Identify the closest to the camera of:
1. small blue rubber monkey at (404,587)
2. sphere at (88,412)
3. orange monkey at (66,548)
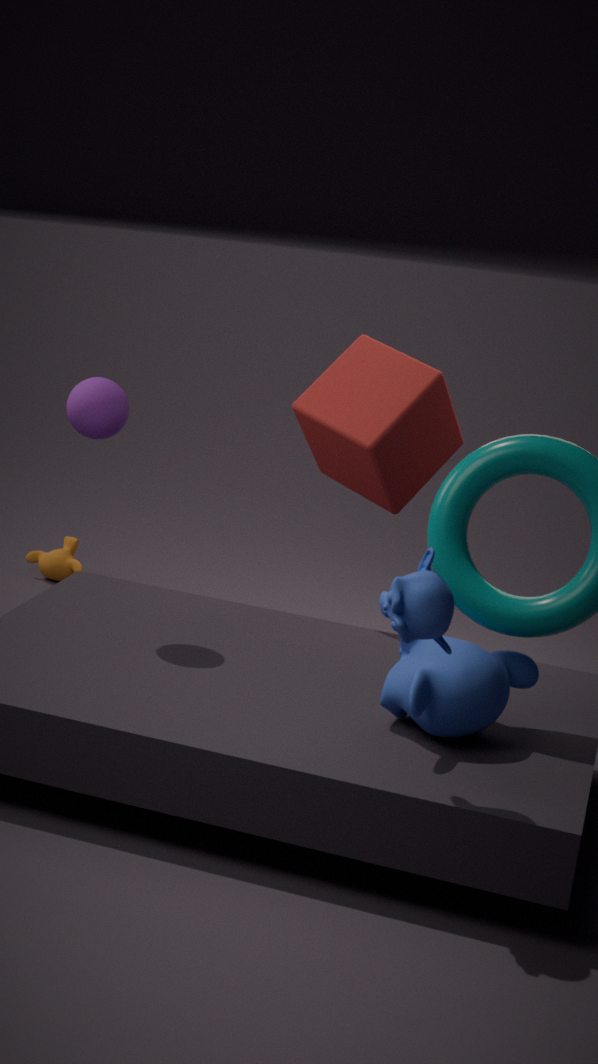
small blue rubber monkey at (404,587)
